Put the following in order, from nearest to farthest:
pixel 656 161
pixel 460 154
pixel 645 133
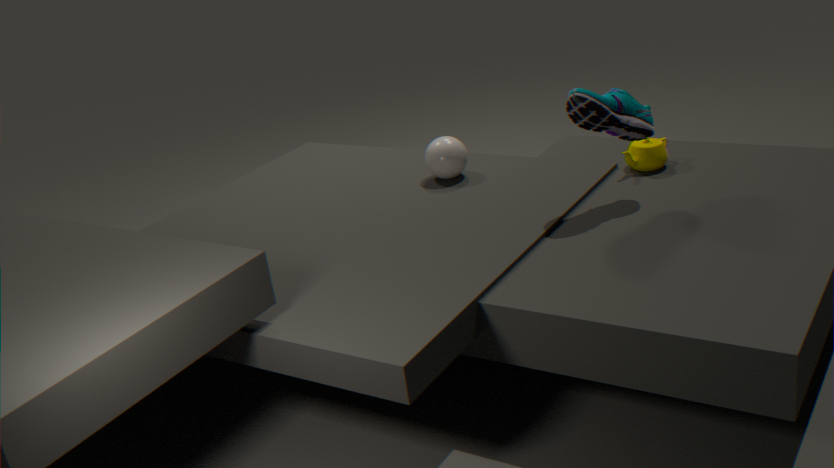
pixel 645 133, pixel 656 161, pixel 460 154
